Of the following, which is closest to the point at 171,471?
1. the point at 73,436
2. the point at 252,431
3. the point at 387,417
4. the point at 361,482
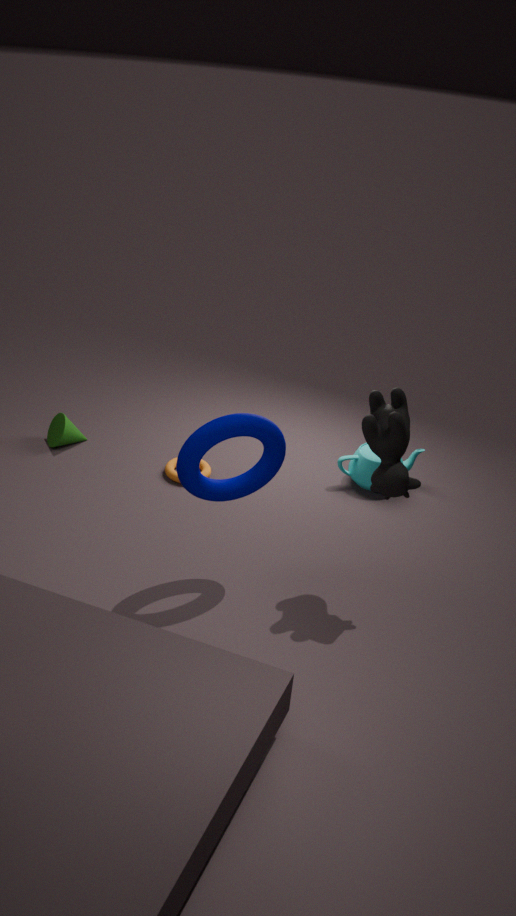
the point at 73,436
